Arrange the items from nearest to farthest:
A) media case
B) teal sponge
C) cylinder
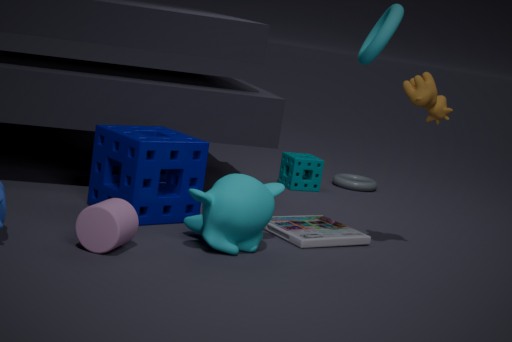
cylinder < media case < teal sponge
